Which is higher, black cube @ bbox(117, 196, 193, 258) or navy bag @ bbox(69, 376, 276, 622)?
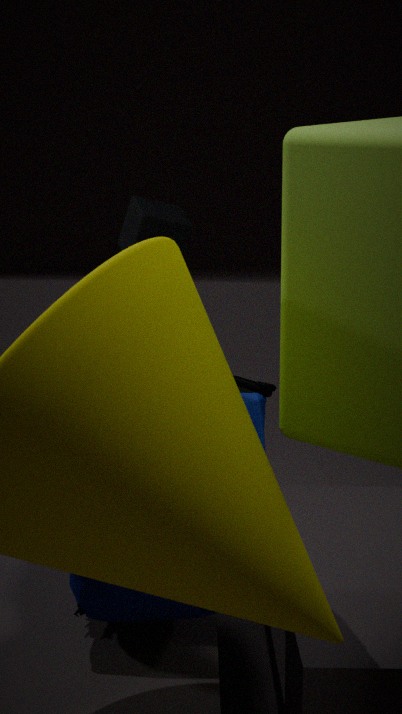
black cube @ bbox(117, 196, 193, 258)
